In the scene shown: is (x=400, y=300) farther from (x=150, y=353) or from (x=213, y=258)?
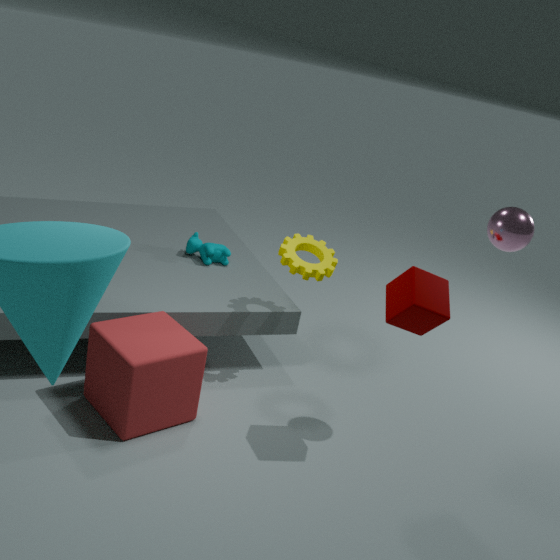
(x=213, y=258)
